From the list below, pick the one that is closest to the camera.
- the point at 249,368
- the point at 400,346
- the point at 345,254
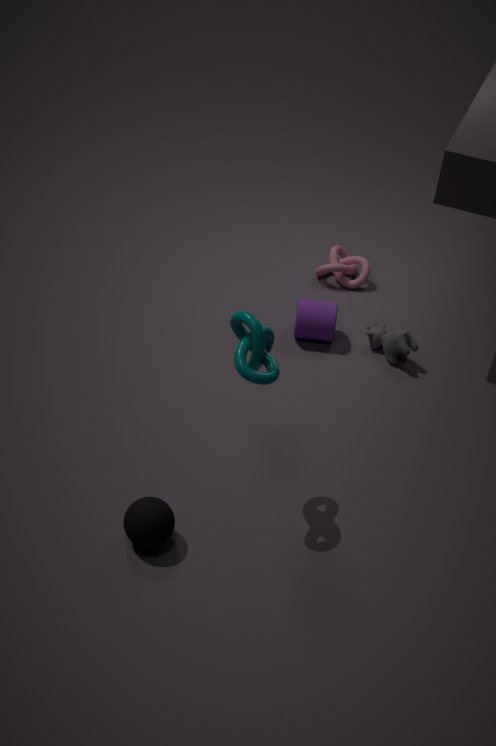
the point at 249,368
